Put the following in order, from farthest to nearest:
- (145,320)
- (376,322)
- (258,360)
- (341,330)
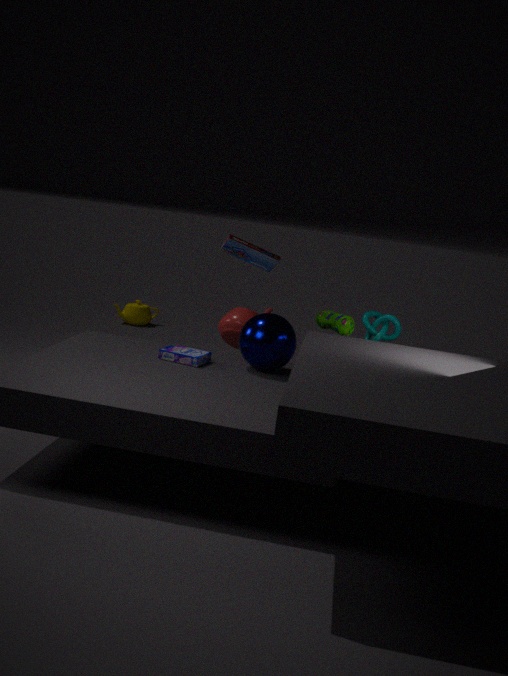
1. (145,320)
2. (376,322)
3. (341,330)
4. (258,360)
